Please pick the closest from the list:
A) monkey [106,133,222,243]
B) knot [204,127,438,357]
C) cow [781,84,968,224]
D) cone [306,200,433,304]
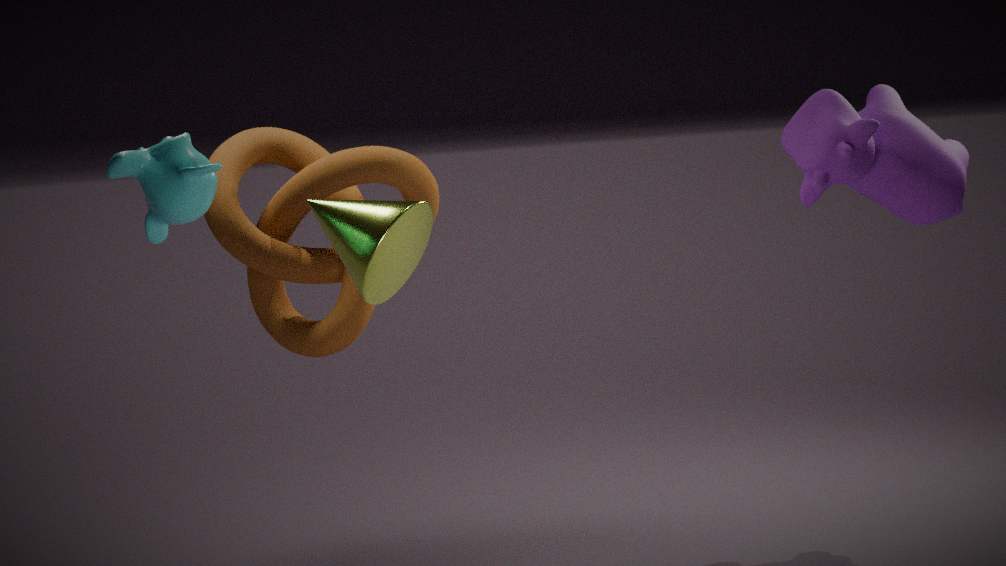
monkey [106,133,222,243]
